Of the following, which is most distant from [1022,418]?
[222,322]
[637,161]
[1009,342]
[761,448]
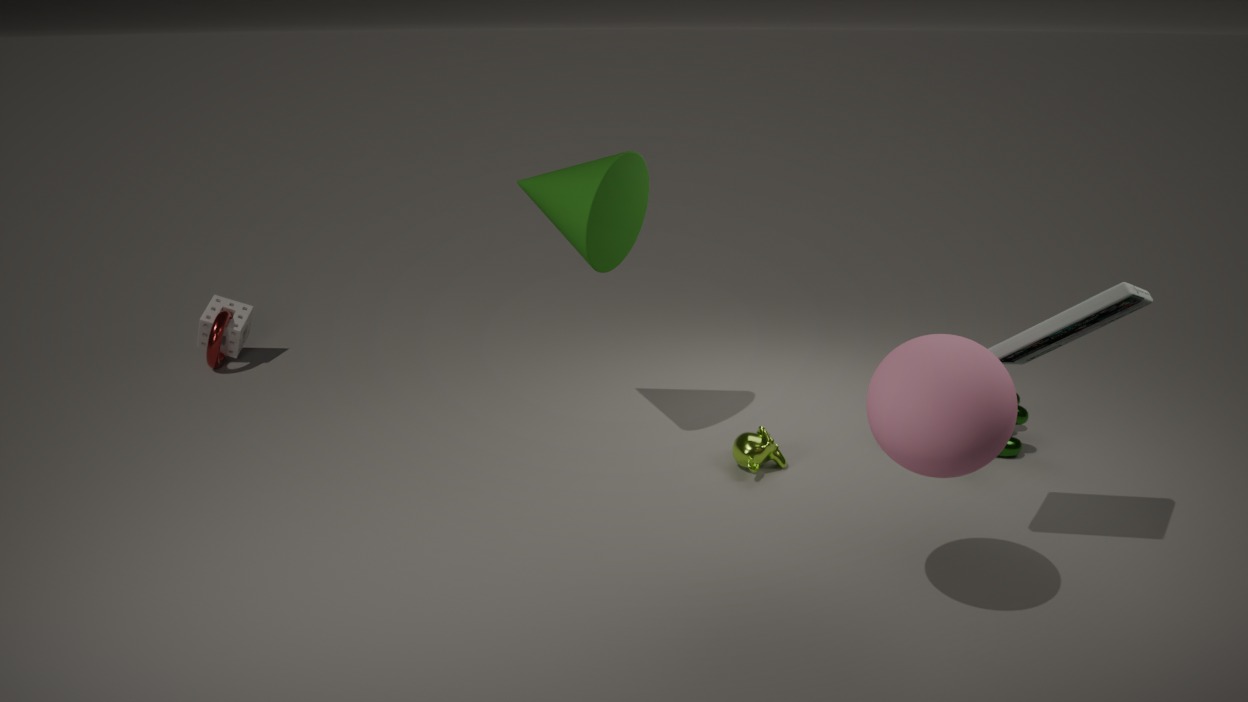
[222,322]
